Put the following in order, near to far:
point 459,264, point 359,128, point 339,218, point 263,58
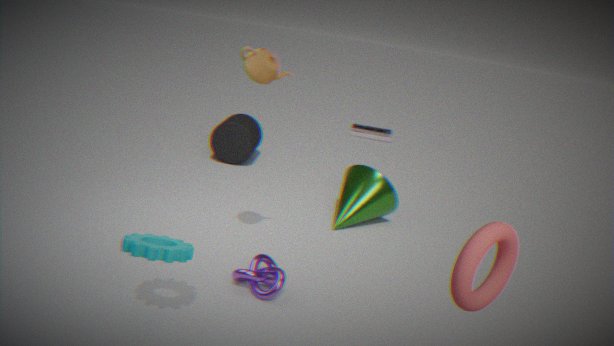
point 459,264, point 263,58, point 339,218, point 359,128
